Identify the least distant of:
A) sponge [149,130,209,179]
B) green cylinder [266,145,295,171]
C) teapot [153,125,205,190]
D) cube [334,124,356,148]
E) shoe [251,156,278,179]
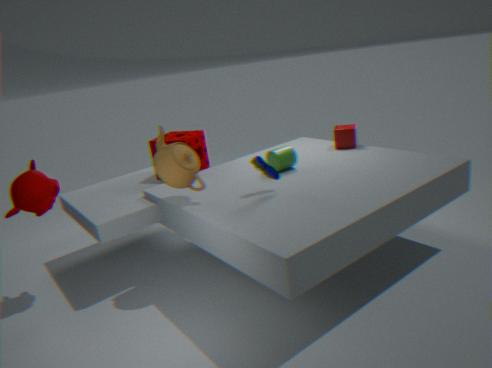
teapot [153,125,205,190]
